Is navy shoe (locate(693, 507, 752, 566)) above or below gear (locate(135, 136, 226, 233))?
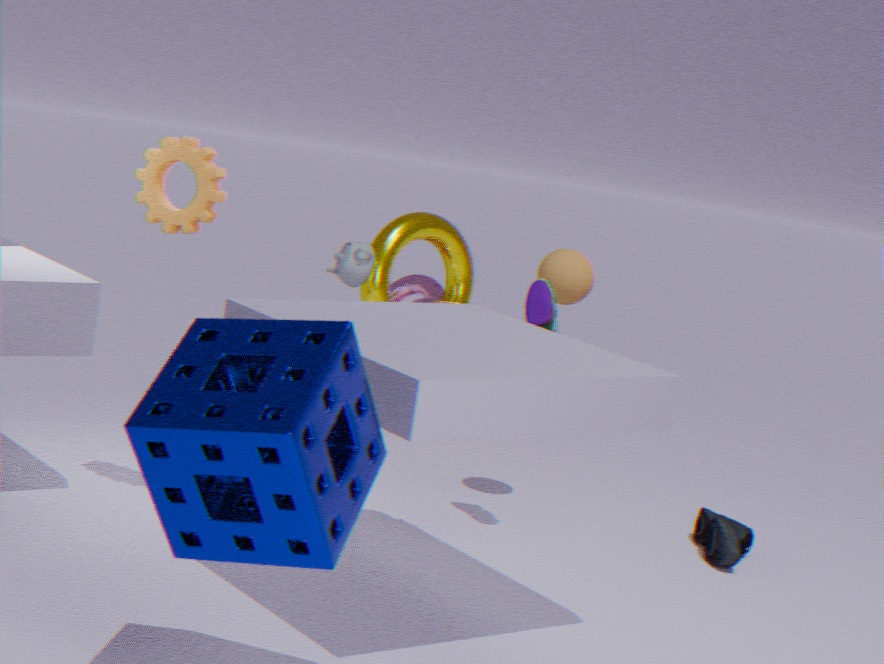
below
